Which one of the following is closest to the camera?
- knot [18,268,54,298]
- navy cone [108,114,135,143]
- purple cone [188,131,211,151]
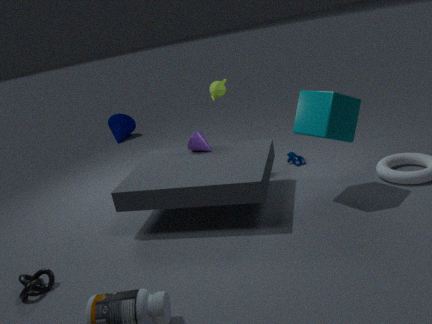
knot [18,268,54,298]
